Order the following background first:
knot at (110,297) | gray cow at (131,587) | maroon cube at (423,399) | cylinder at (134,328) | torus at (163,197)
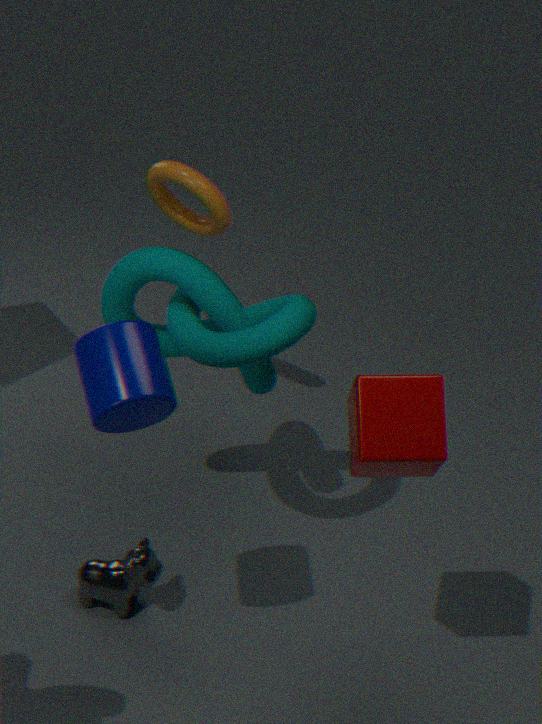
torus at (163,197) < gray cow at (131,587) < knot at (110,297) < cylinder at (134,328) < maroon cube at (423,399)
